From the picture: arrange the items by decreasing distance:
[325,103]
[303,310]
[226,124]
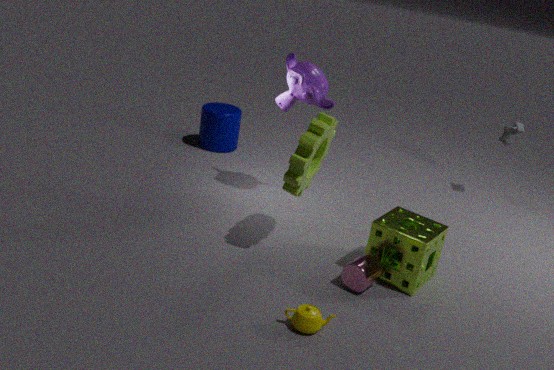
[226,124] → [325,103] → [303,310]
